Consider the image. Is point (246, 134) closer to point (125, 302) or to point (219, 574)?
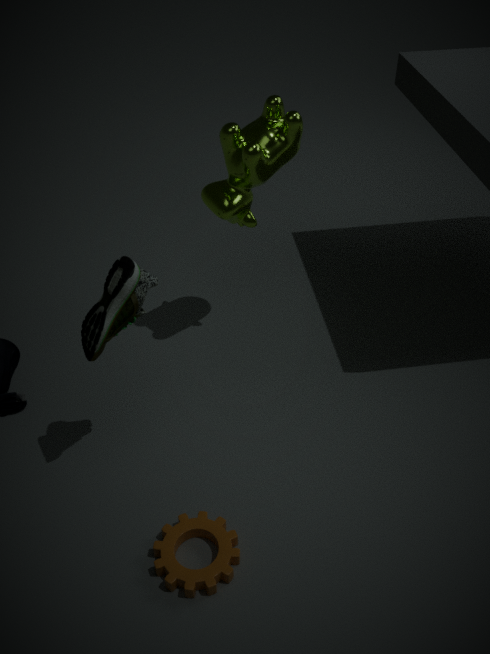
point (125, 302)
